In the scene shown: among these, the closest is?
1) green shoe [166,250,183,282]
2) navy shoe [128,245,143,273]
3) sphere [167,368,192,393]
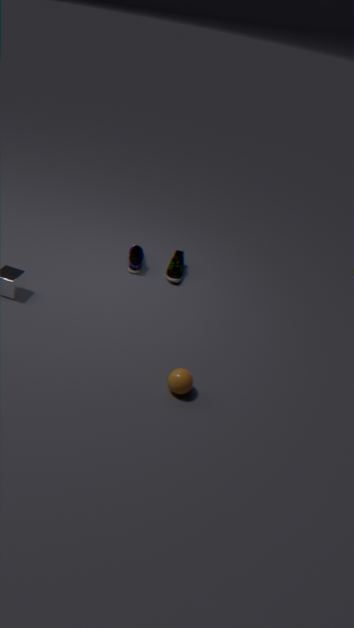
3. sphere [167,368,192,393]
